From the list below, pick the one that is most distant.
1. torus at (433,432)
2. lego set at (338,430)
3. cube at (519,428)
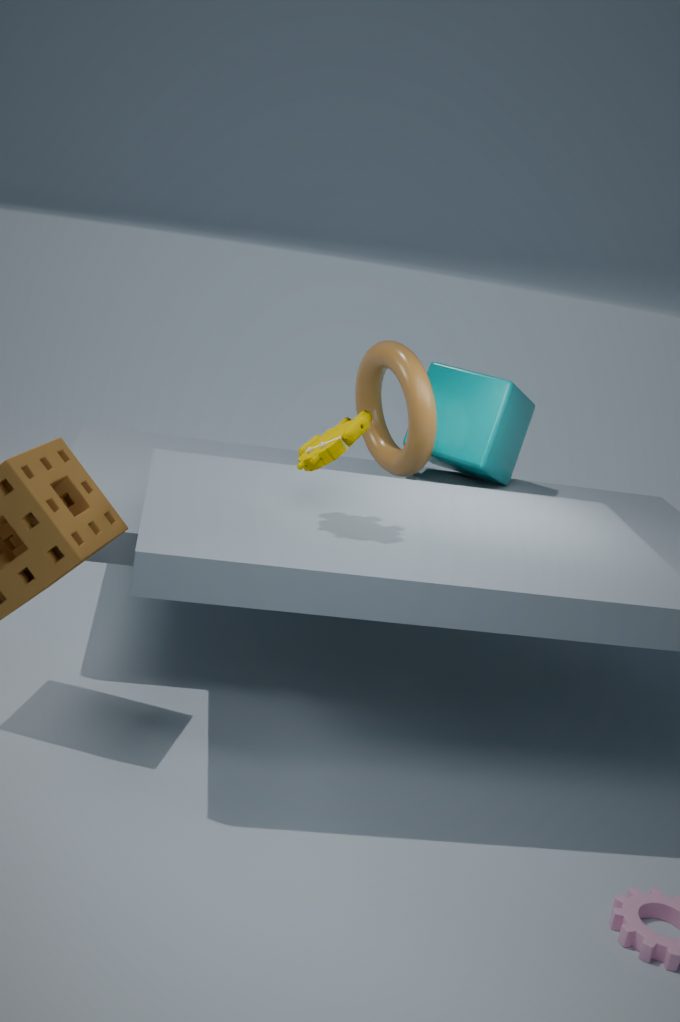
cube at (519,428)
